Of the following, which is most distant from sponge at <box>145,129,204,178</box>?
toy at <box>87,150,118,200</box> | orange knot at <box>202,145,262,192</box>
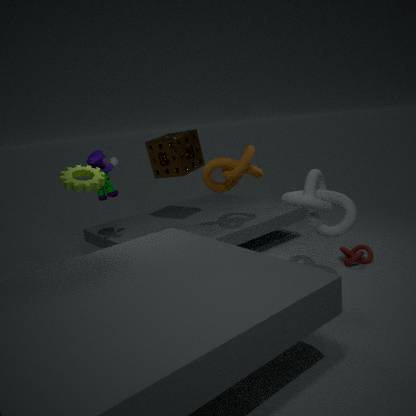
toy at <box>87,150,118,200</box>
